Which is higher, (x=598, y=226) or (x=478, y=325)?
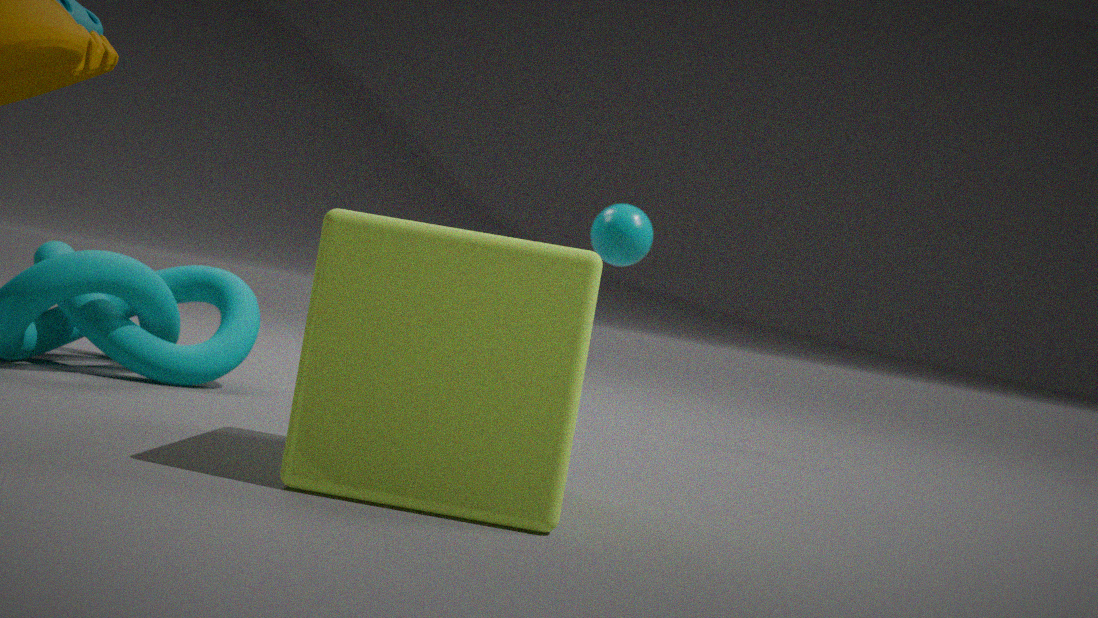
(x=598, y=226)
